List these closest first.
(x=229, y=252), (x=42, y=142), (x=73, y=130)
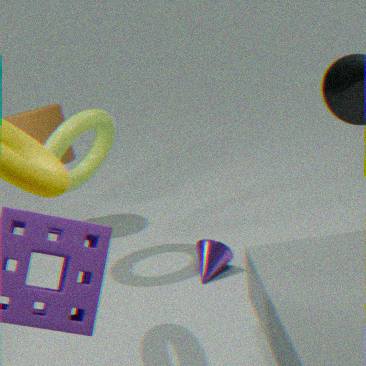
(x=73, y=130)
(x=229, y=252)
(x=42, y=142)
